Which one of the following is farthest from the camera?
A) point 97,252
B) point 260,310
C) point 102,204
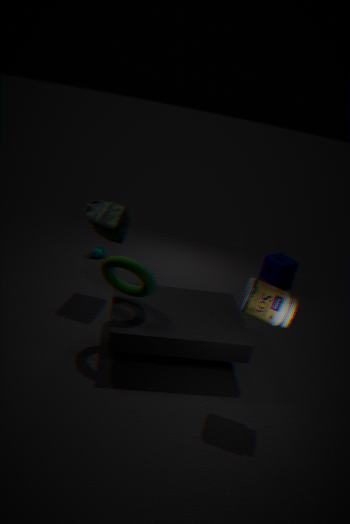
point 97,252
